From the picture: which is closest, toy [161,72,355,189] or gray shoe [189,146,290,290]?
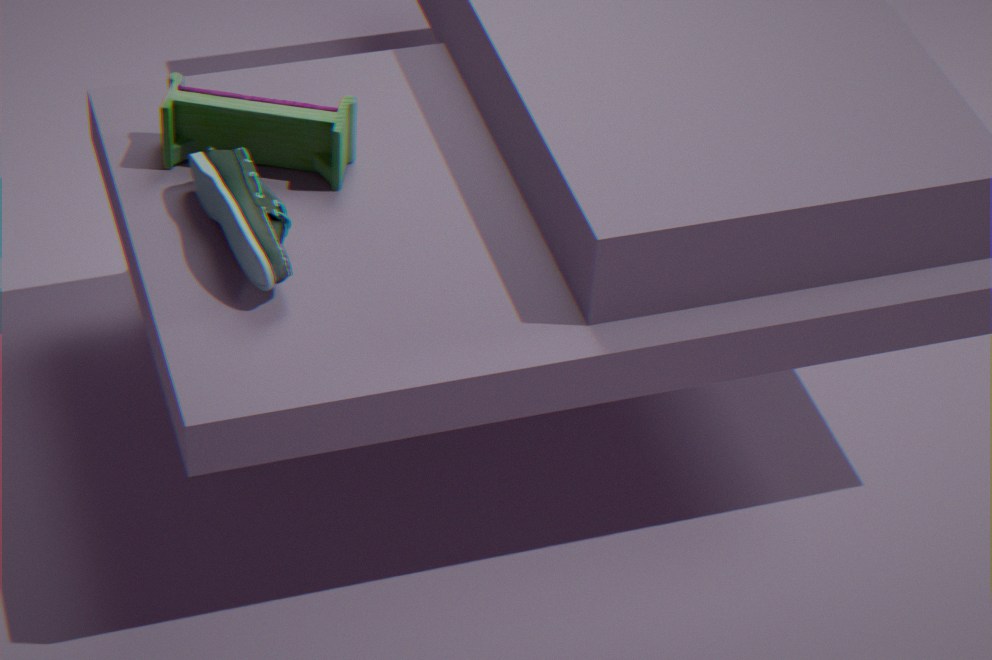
gray shoe [189,146,290,290]
